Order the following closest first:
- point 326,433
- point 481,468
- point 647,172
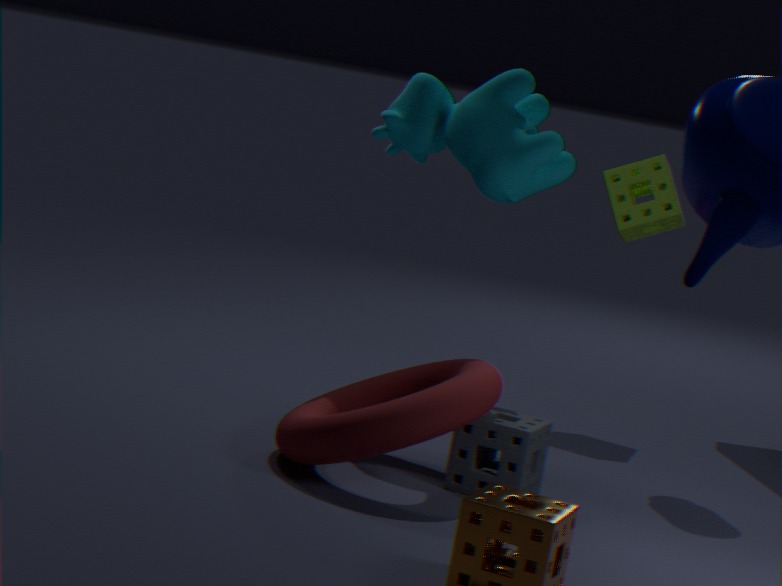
point 326,433 → point 481,468 → point 647,172
